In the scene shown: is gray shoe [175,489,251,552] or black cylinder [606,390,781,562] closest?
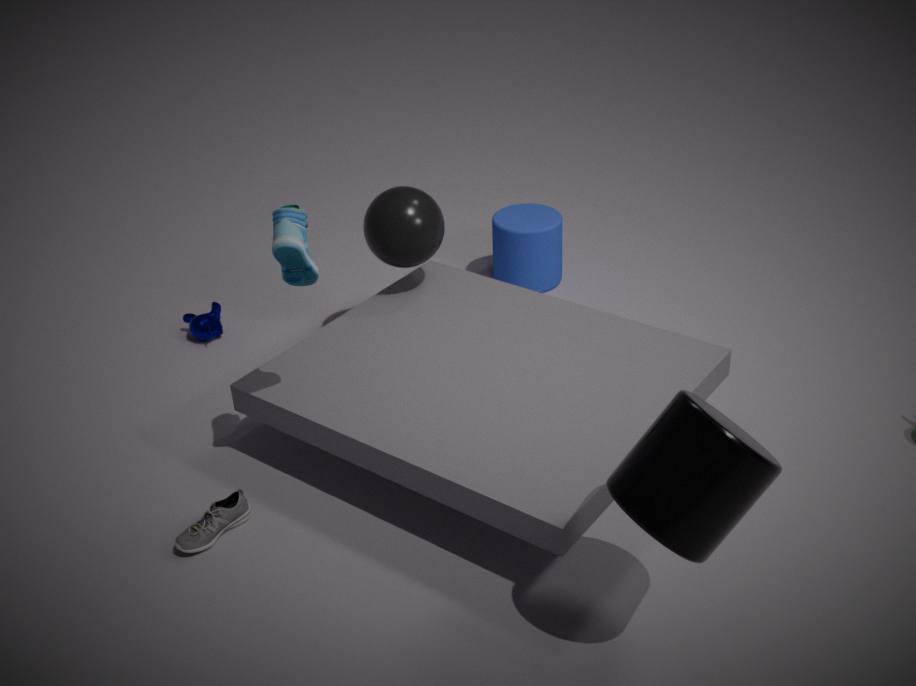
black cylinder [606,390,781,562]
